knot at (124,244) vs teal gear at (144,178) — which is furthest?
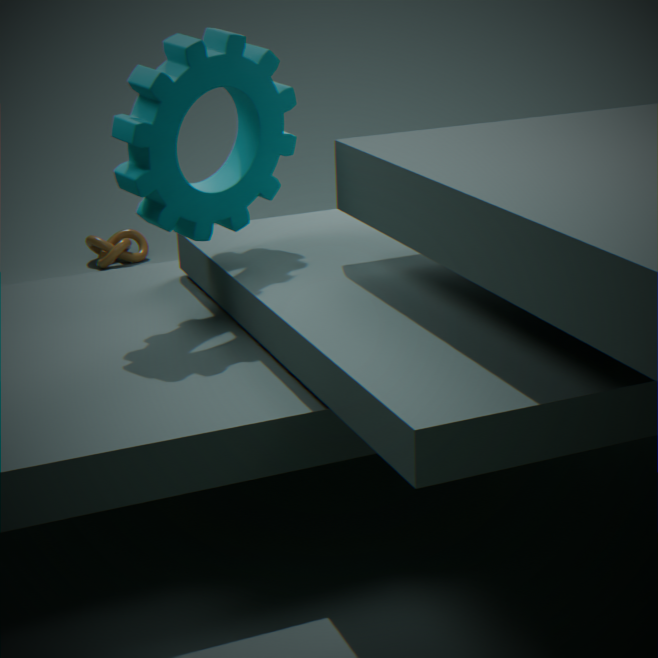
knot at (124,244)
